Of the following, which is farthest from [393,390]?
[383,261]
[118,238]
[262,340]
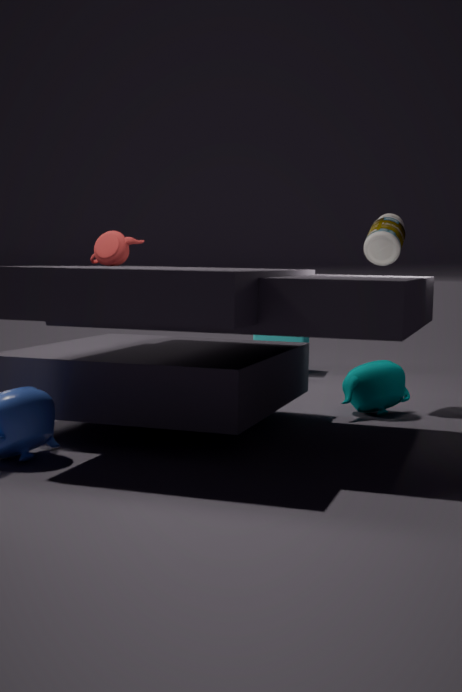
[262,340]
